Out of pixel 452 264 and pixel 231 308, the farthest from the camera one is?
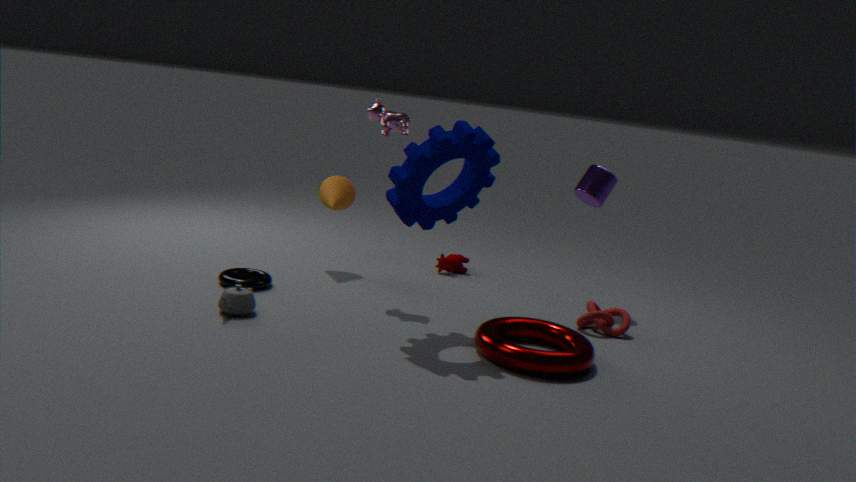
pixel 452 264
